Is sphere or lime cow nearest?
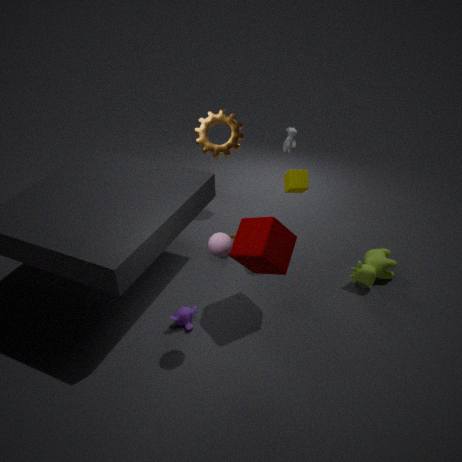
sphere
